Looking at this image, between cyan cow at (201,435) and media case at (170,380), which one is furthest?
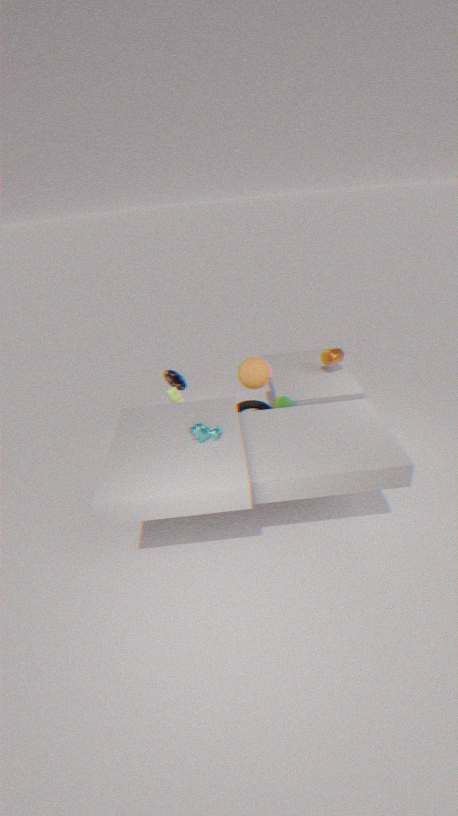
media case at (170,380)
